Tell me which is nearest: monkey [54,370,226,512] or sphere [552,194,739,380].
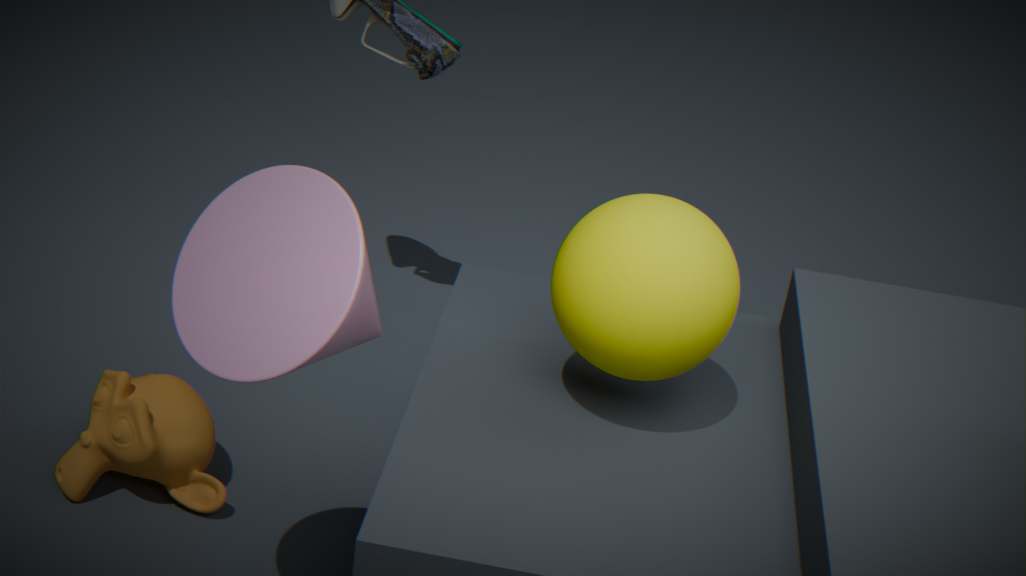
sphere [552,194,739,380]
